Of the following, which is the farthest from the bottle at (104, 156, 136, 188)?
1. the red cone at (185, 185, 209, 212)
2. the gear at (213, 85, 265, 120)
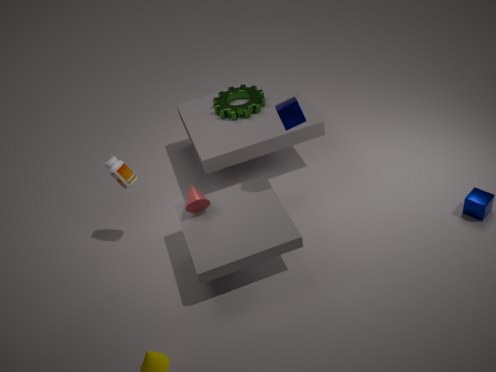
the gear at (213, 85, 265, 120)
